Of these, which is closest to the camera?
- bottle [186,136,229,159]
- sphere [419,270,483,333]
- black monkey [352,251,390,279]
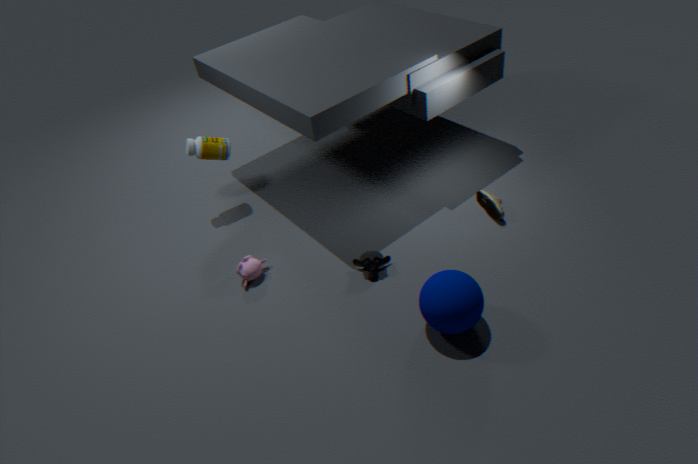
sphere [419,270,483,333]
